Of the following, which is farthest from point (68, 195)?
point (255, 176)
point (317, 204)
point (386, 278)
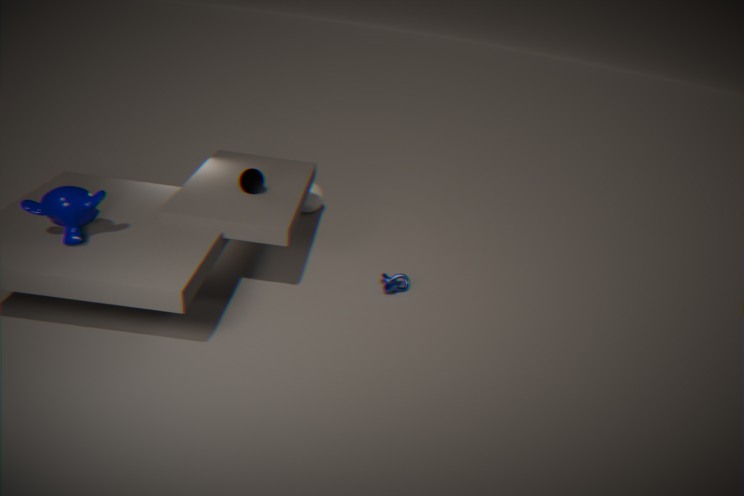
point (317, 204)
